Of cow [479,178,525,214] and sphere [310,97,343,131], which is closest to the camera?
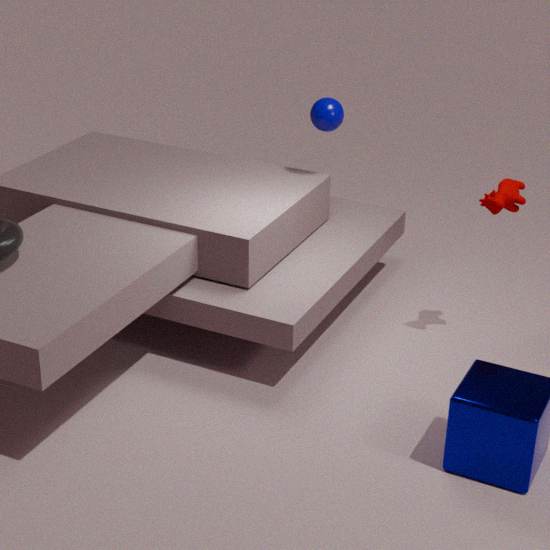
cow [479,178,525,214]
